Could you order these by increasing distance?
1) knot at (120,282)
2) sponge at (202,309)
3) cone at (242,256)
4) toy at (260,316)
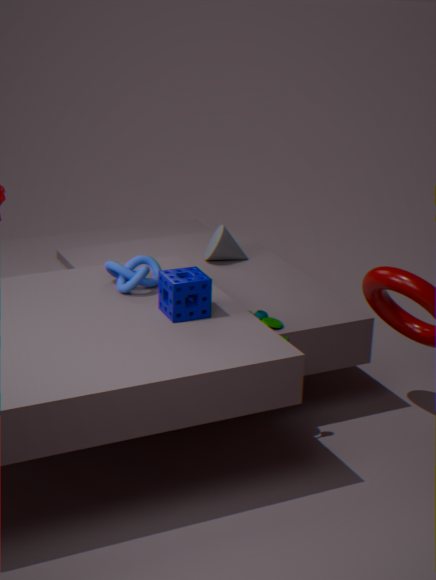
2, 1, 4, 3
